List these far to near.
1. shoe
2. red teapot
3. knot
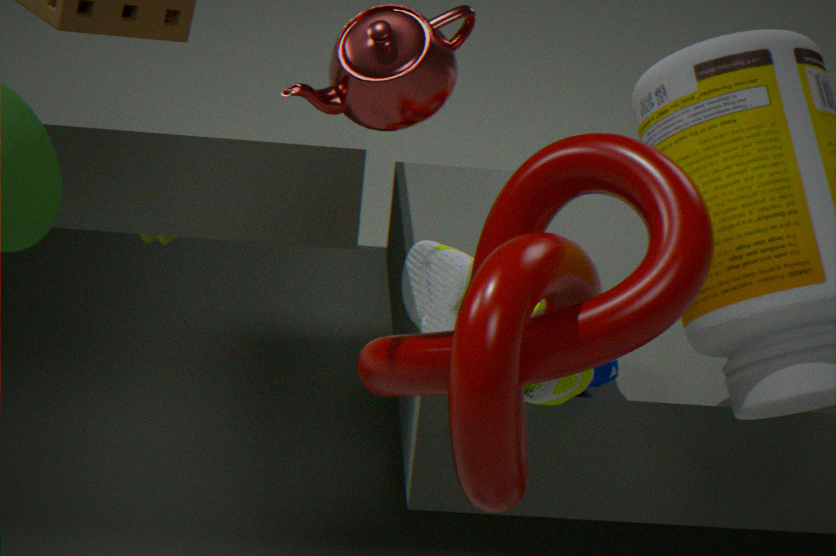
1. shoe
2. red teapot
3. knot
